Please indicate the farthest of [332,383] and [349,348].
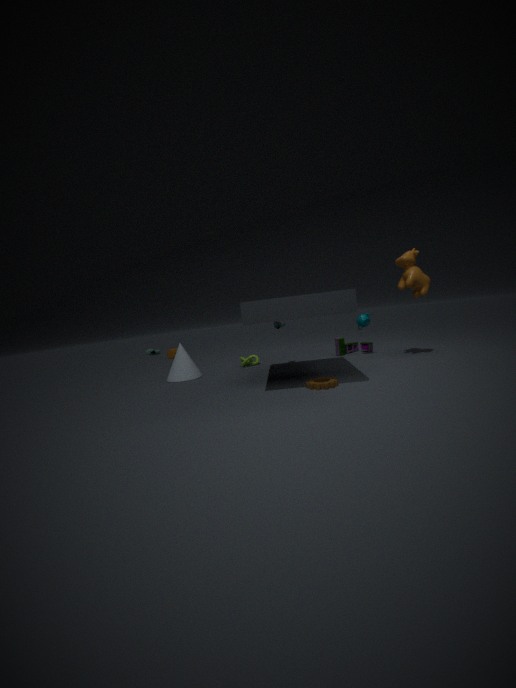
[349,348]
